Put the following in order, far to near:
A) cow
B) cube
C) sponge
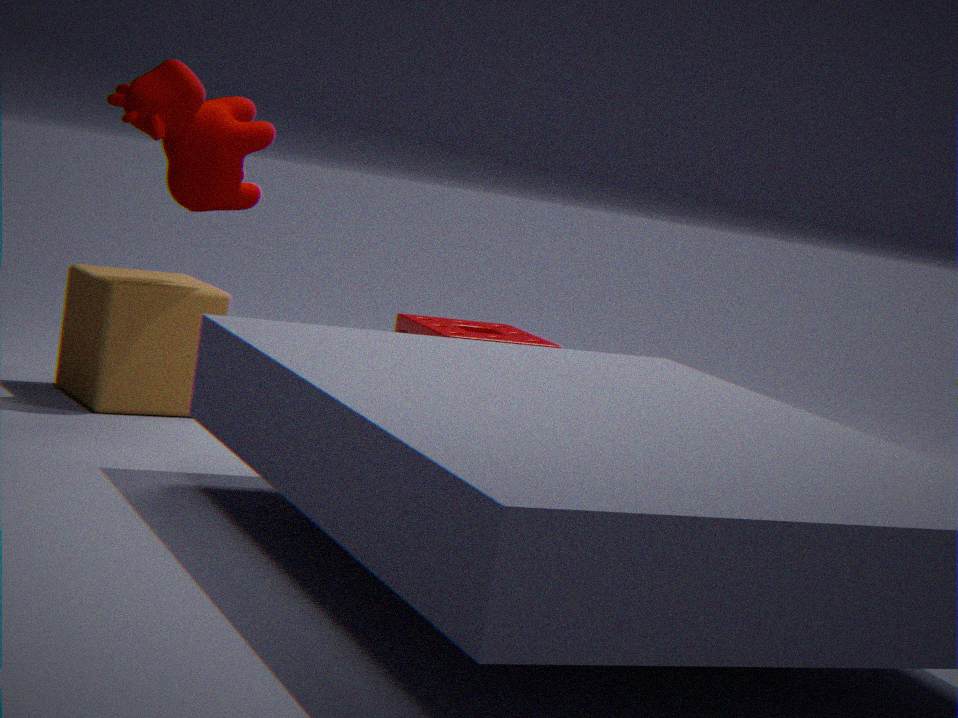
sponge
cube
cow
